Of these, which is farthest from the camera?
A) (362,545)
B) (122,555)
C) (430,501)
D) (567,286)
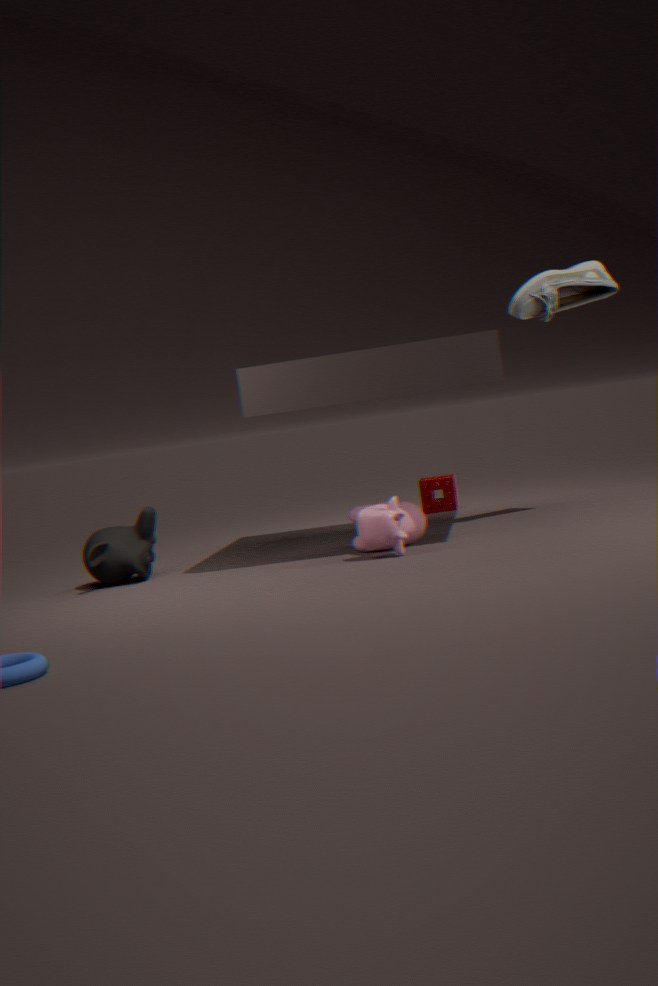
(430,501)
